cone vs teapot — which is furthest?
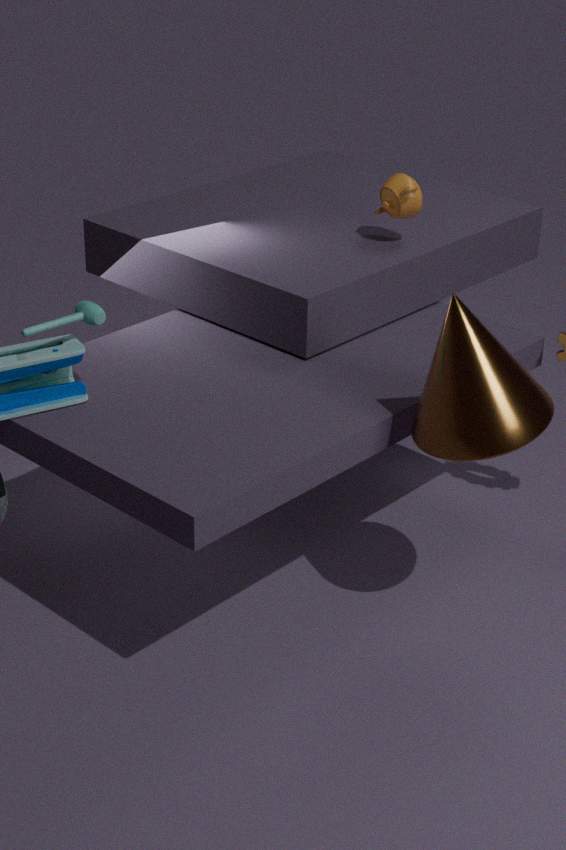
teapot
